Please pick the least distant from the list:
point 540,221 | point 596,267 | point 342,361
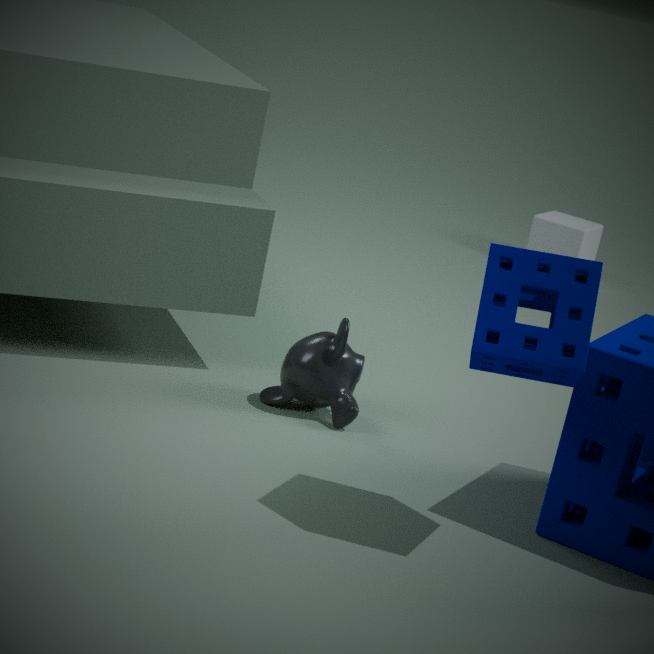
point 596,267
